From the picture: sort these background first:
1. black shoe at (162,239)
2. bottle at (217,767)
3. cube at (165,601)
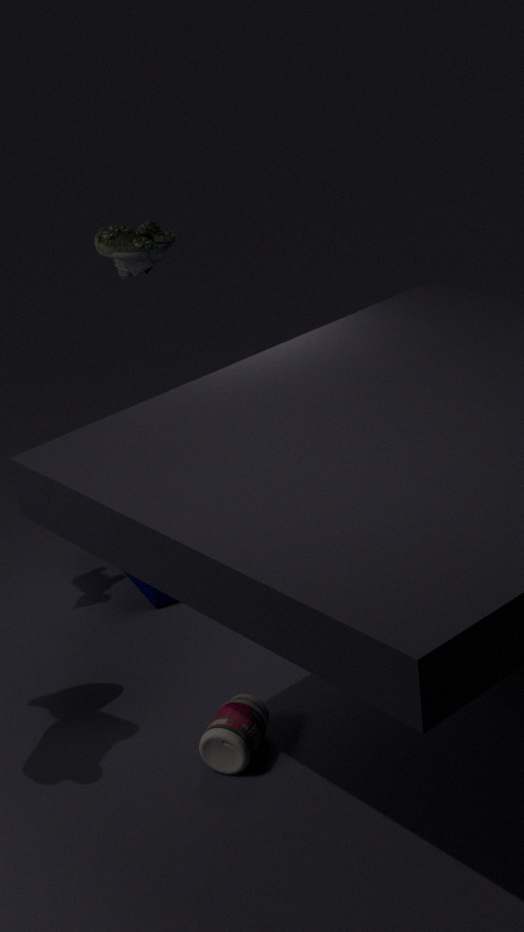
1. cube at (165,601)
2. black shoe at (162,239)
3. bottle at (217,767)
